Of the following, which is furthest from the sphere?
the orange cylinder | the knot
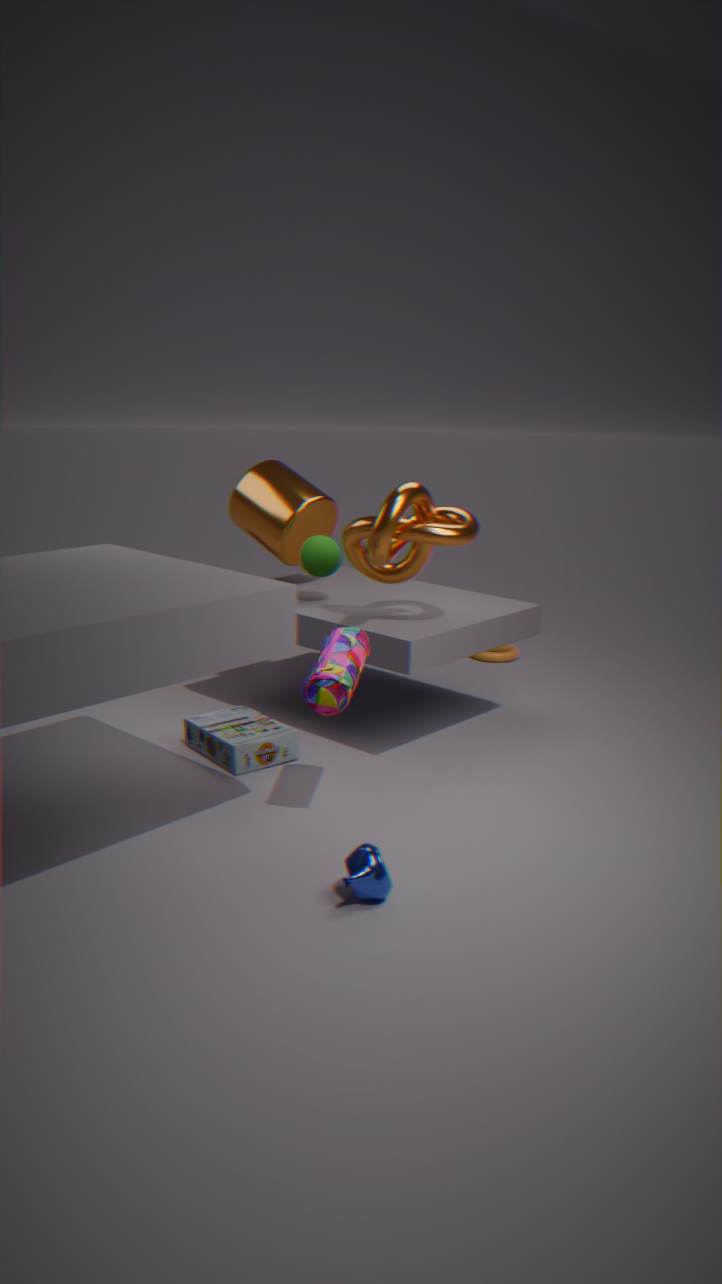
the knot
